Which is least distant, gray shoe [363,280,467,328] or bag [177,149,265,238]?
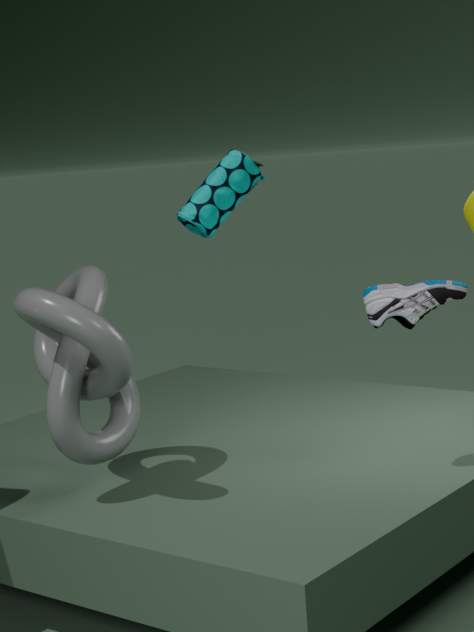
gray shoe [363,280,467,328]
